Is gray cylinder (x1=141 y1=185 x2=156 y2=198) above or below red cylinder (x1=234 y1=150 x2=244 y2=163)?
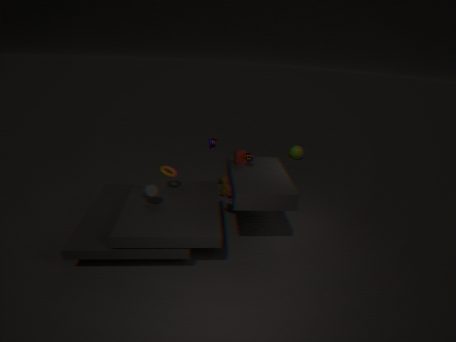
below
